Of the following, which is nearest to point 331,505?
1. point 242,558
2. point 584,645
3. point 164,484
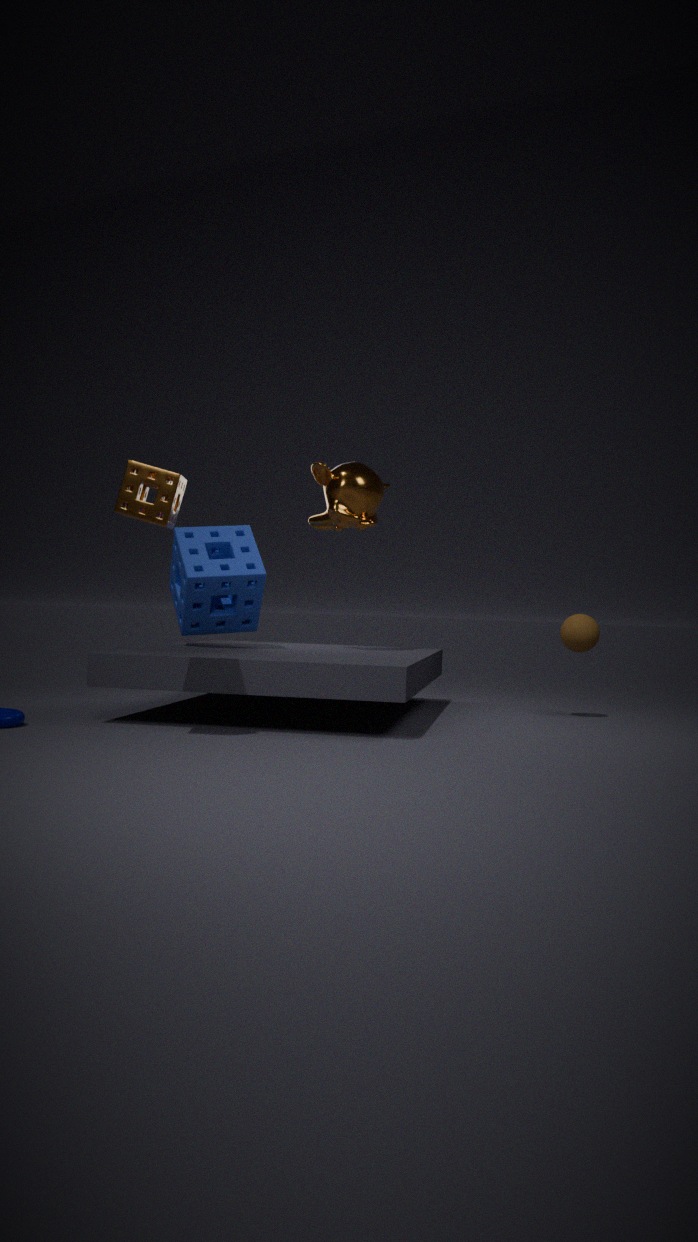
point 242,558
